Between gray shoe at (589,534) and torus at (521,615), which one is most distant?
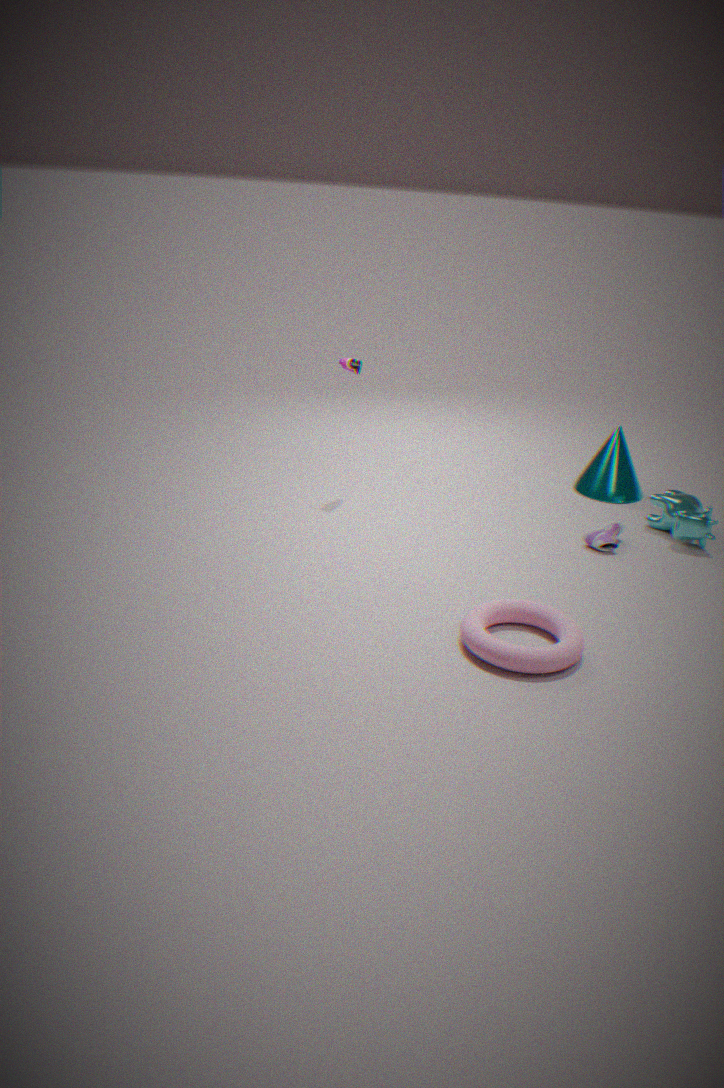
gray shoe at (589,534)
